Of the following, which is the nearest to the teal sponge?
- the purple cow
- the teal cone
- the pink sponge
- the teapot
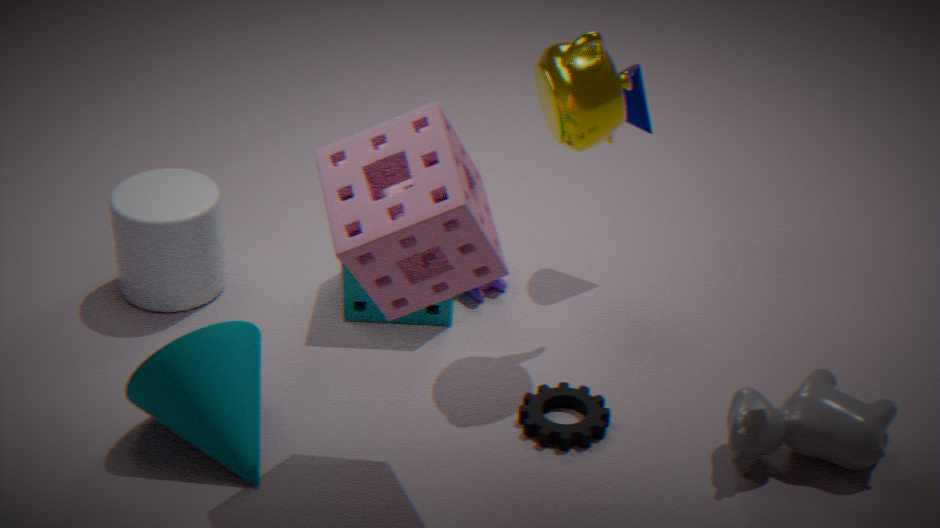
the purple cow
